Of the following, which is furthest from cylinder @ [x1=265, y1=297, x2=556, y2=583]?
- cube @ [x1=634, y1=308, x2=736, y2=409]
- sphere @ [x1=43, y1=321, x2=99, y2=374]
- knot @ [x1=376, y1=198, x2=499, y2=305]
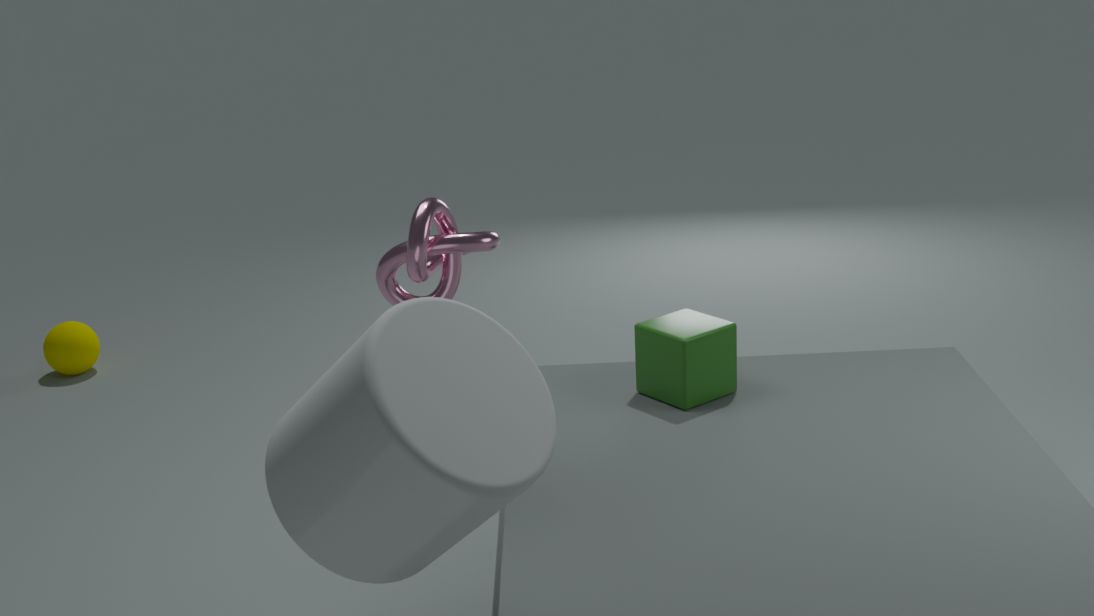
sphere @ [x1=43, y1=321, x2=99, y2=374]
